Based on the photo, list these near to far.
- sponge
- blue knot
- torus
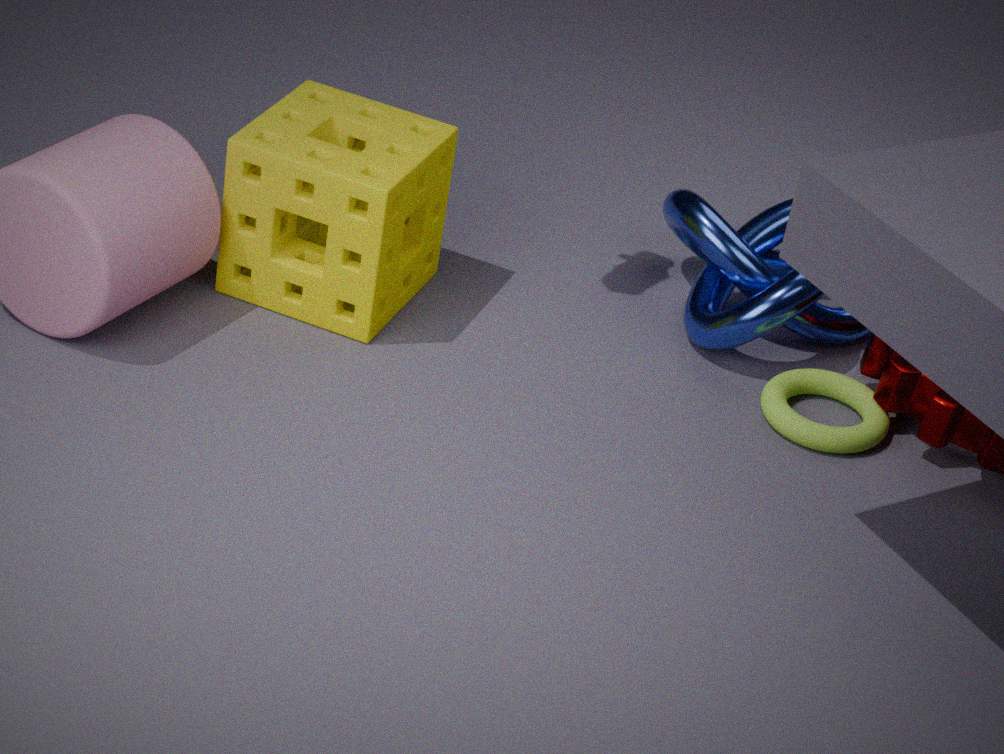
1. sponge
2. torus
3. blue knot
